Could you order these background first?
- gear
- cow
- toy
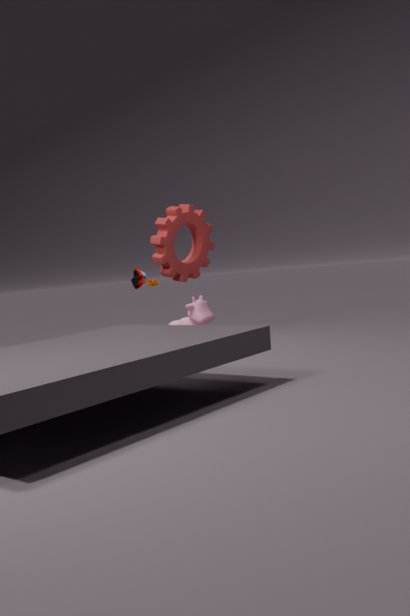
cow
toy
gear
